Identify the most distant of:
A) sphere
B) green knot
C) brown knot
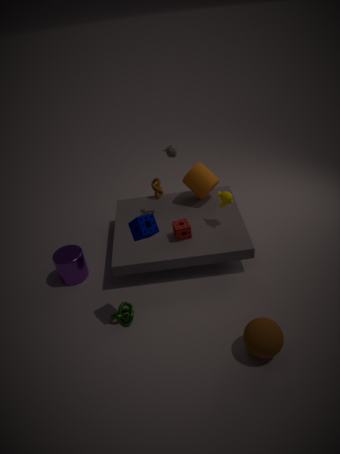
brown knot
